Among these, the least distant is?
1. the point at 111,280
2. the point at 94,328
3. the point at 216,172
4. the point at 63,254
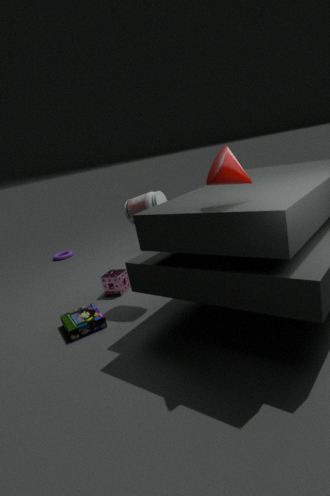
the point at 216,172
